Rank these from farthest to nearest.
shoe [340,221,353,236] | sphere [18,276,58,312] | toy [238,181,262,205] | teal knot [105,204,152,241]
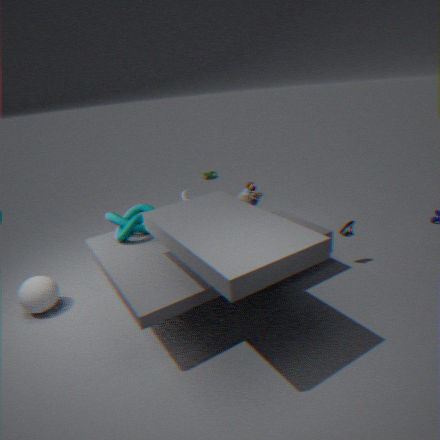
toy [238,181,262,205] → shoe [340,221,353,236] → teal knot [105,204,152,241] → sphere [18,276,58,312]
